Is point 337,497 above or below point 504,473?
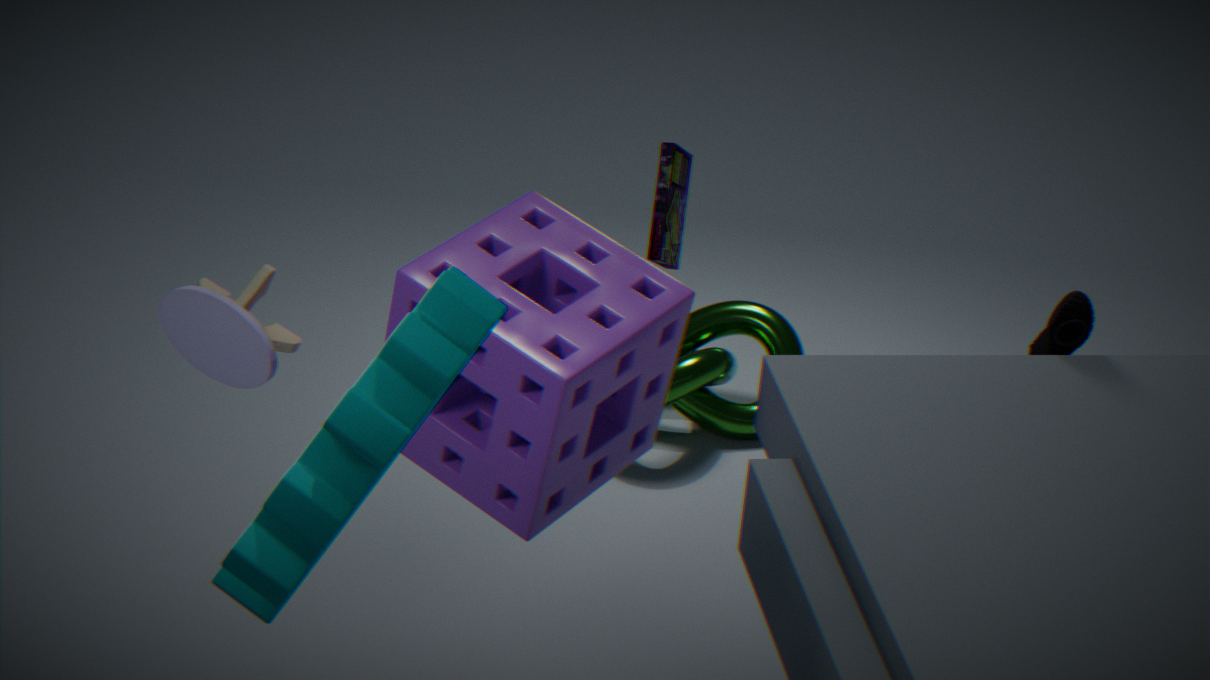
above
